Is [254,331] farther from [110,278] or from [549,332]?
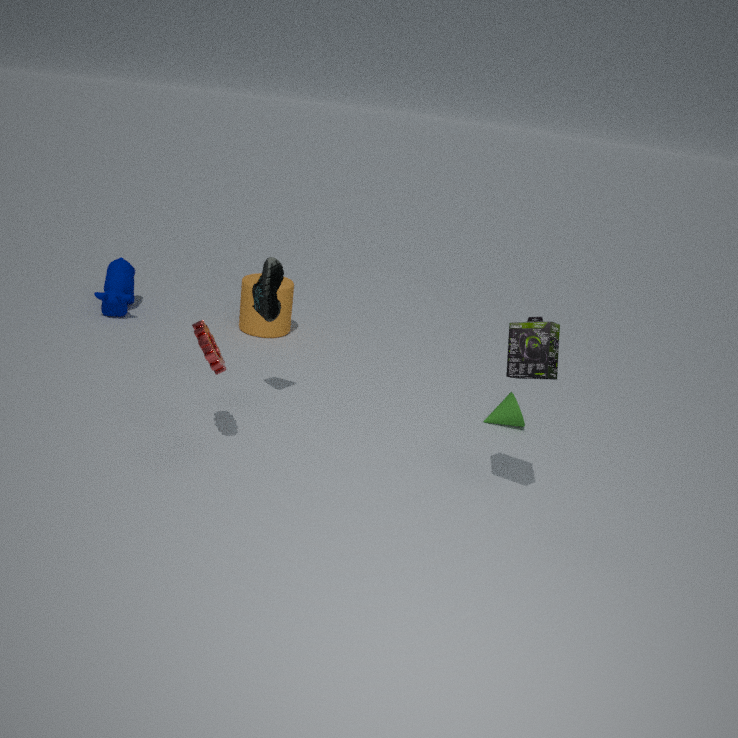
[549,332]
